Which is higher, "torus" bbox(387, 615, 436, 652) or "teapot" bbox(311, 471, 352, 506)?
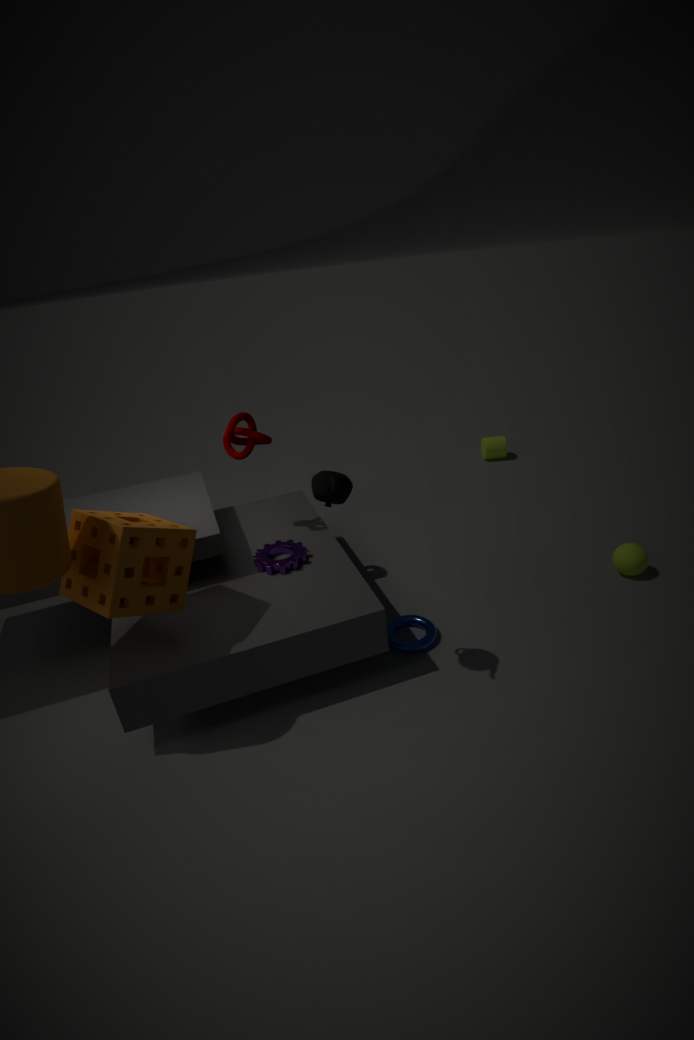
"teapot" bbox(311, 471, 352, 506)
